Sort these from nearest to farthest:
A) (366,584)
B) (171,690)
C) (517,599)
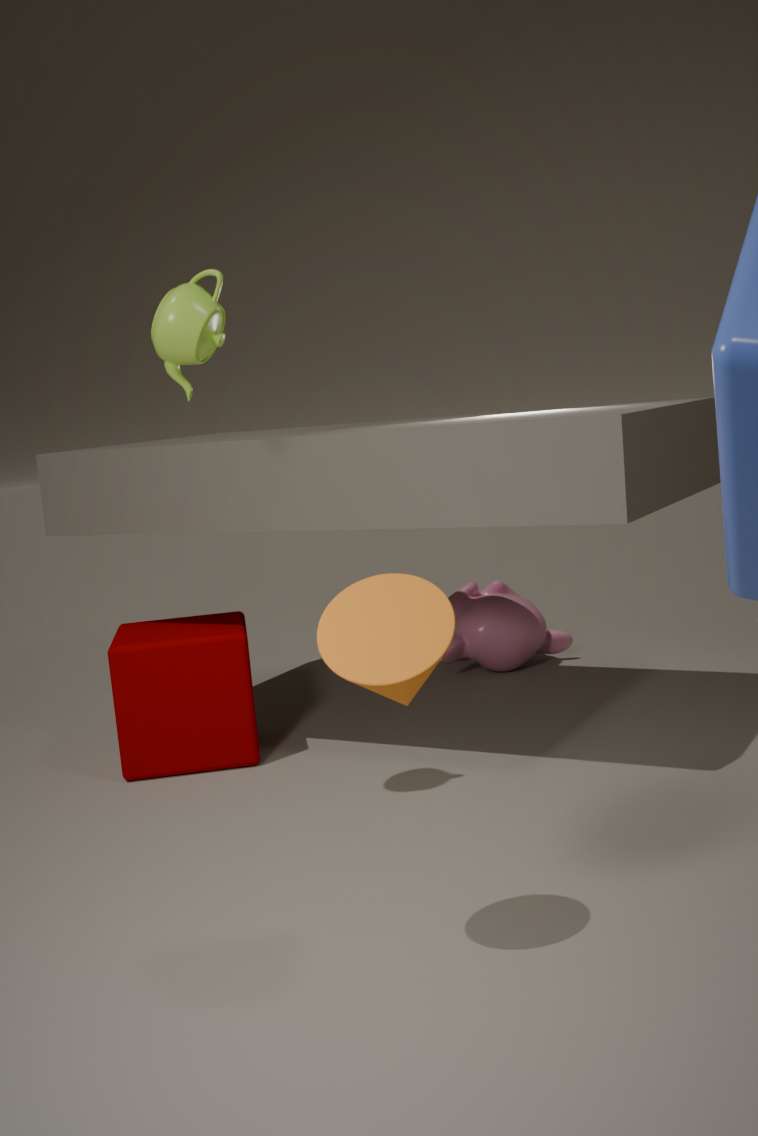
(366,584), (171,690), (517,599)
